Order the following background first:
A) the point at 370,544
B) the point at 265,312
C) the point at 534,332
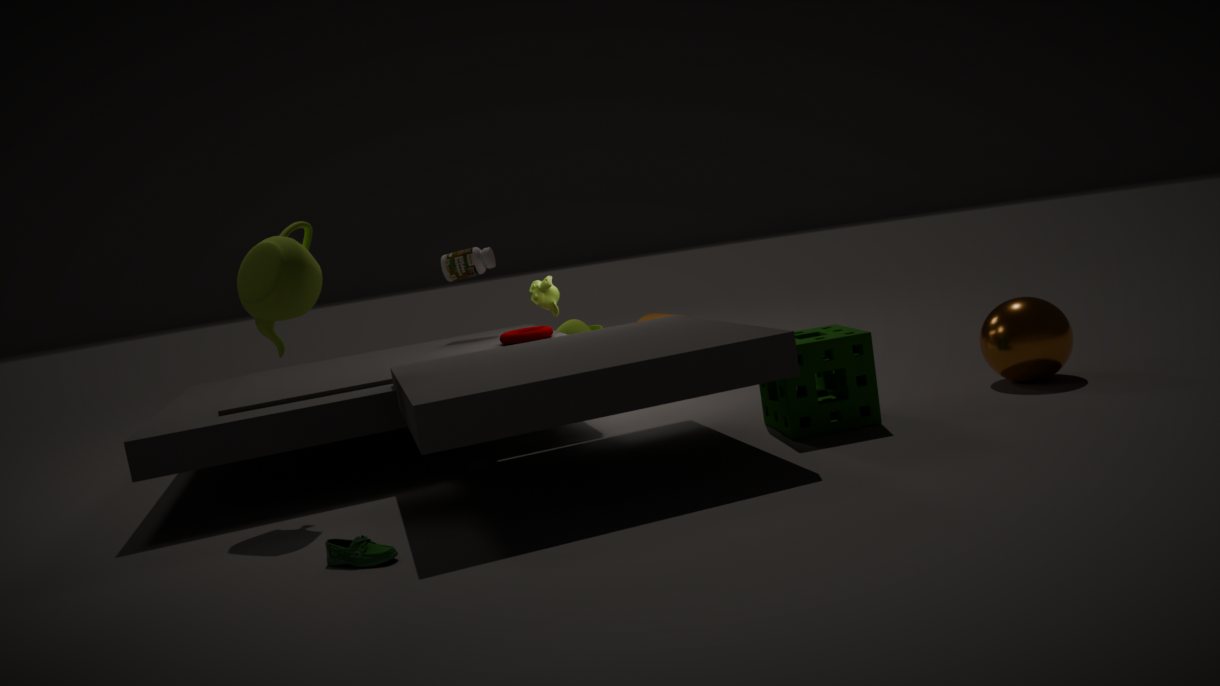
1. the point at 534,332
2. the point at 265,312
3. the point at 370,544
